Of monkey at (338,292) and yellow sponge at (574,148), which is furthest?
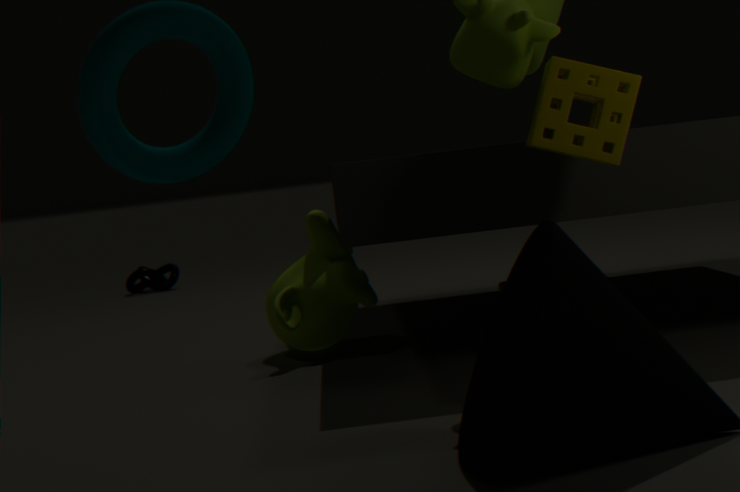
monkey at (338,292)
